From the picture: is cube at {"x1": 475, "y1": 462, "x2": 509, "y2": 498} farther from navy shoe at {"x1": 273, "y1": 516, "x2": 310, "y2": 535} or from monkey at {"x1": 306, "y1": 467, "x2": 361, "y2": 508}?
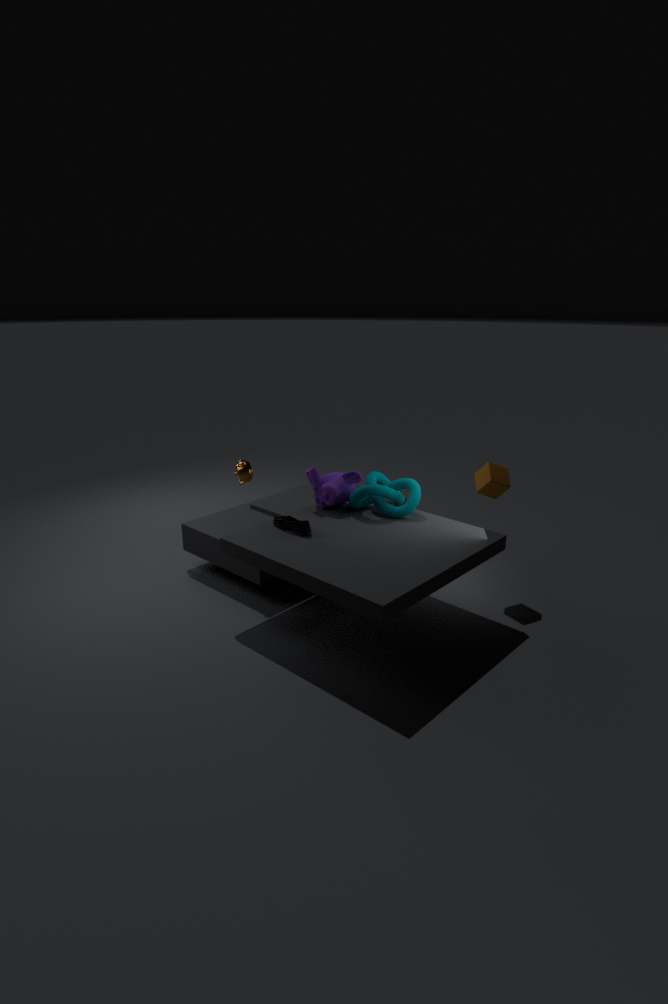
navy shoe at {"x1": 273, "y1": 516, "x2": 310, "y2": 535}
